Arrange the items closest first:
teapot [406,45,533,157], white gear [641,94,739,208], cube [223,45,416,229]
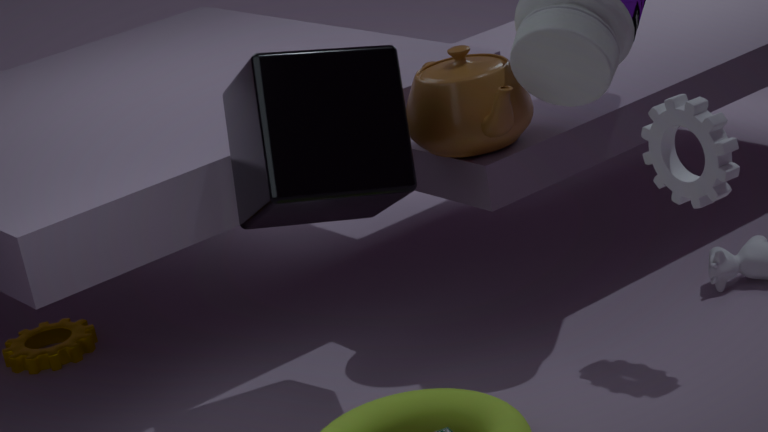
1. cube [223,45,416,229]
2. white gear [641,94,739,208]
3. teapot [406,45,533,157]
